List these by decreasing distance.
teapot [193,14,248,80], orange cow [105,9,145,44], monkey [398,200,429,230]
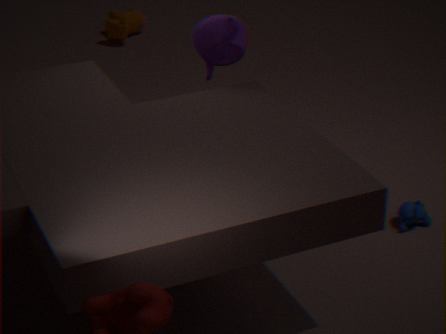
orange cow [105,9,145,44], monkey [398,200,429,230], teapot [193,14,248,80]
